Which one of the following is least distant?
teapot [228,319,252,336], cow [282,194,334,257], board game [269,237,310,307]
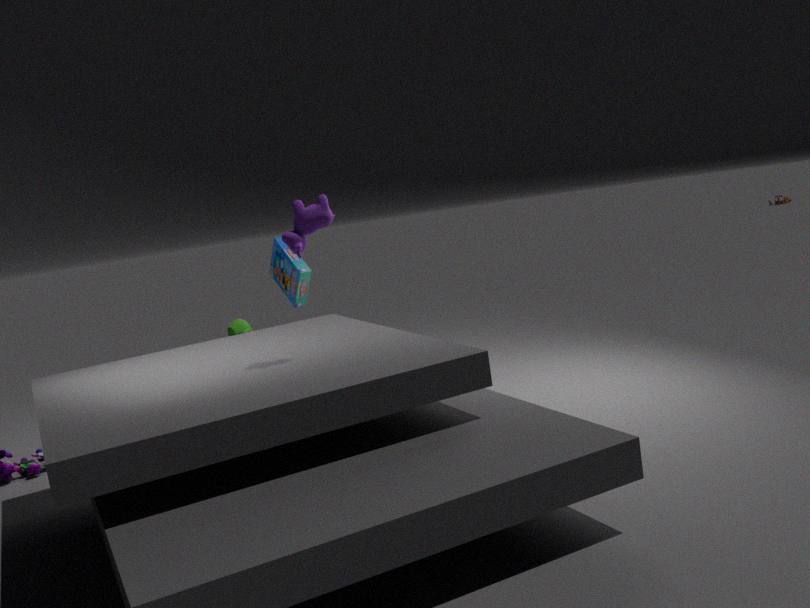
cow [282,194,334,257]
